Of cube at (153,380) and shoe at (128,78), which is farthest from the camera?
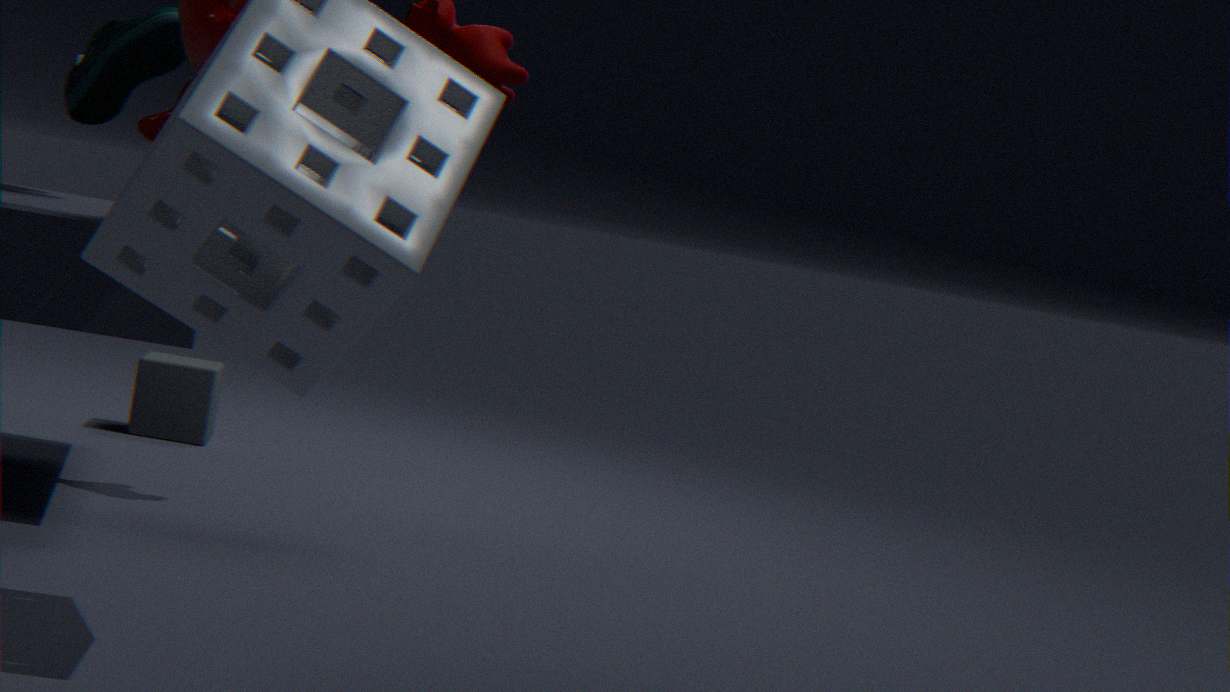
cube at (153,380)
